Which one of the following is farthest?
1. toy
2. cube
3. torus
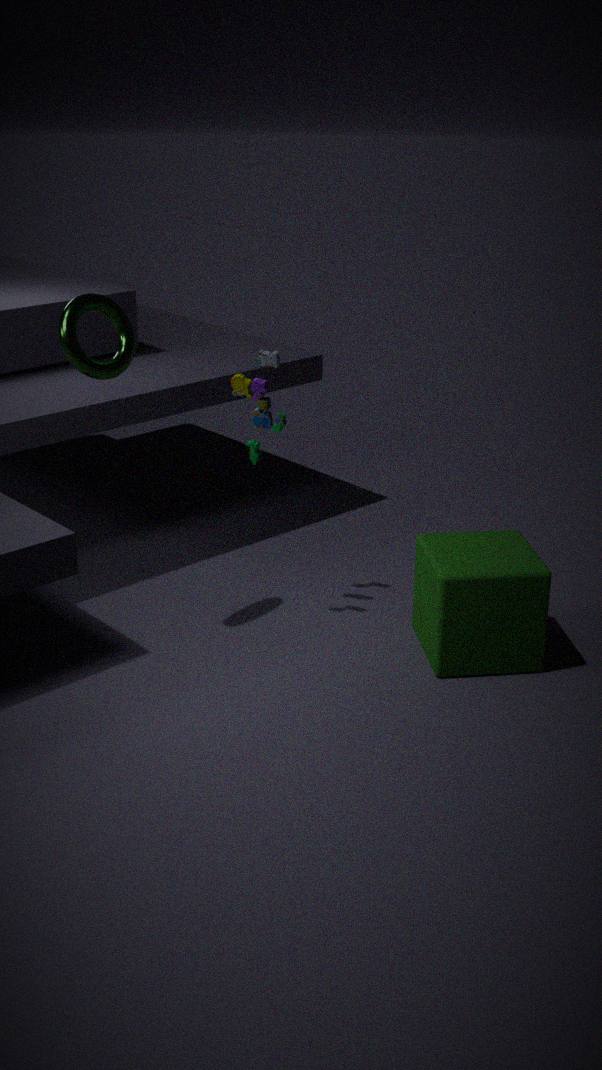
toy
